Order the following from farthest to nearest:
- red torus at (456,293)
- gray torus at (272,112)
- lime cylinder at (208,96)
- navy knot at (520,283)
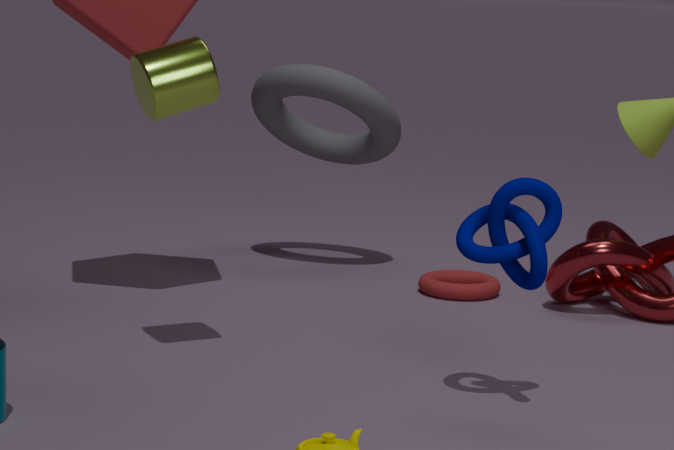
1. gray torus at (272,112)
2. red torus at (456,293)
3. lime cylinder at (208,96)
4. navy knot at (520,283)
